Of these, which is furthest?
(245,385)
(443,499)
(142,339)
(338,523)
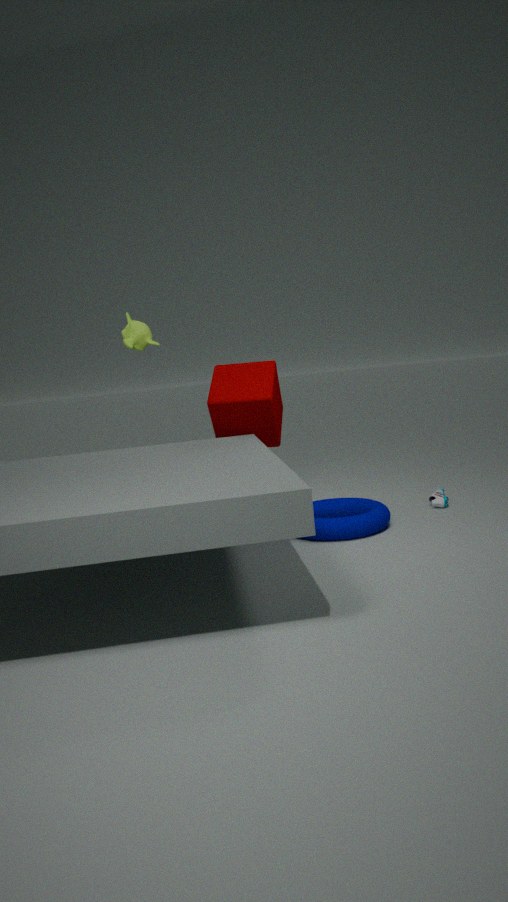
(142,339)
